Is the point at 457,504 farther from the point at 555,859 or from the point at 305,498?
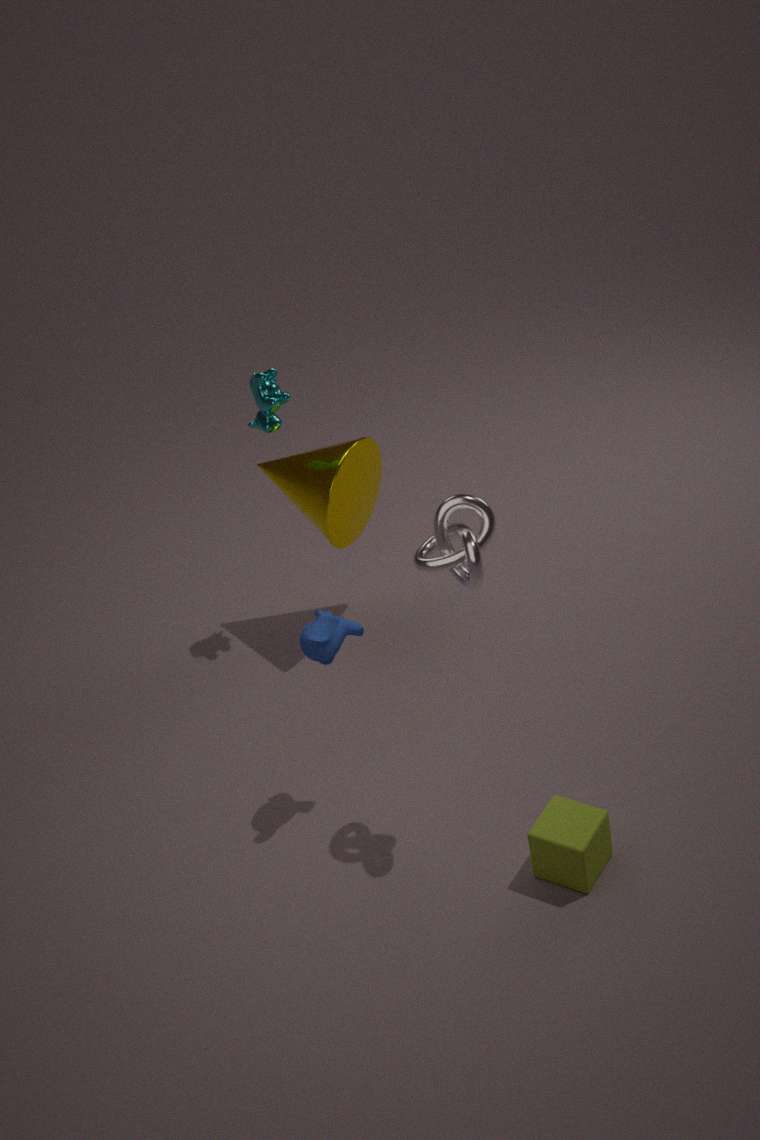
the point at 305,498
